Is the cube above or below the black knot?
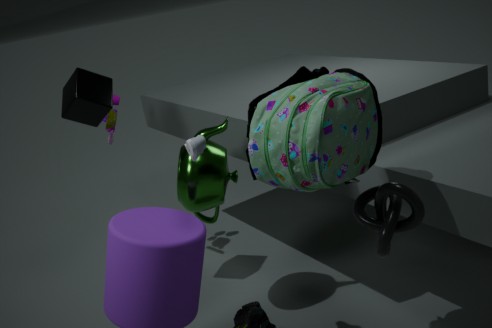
above
